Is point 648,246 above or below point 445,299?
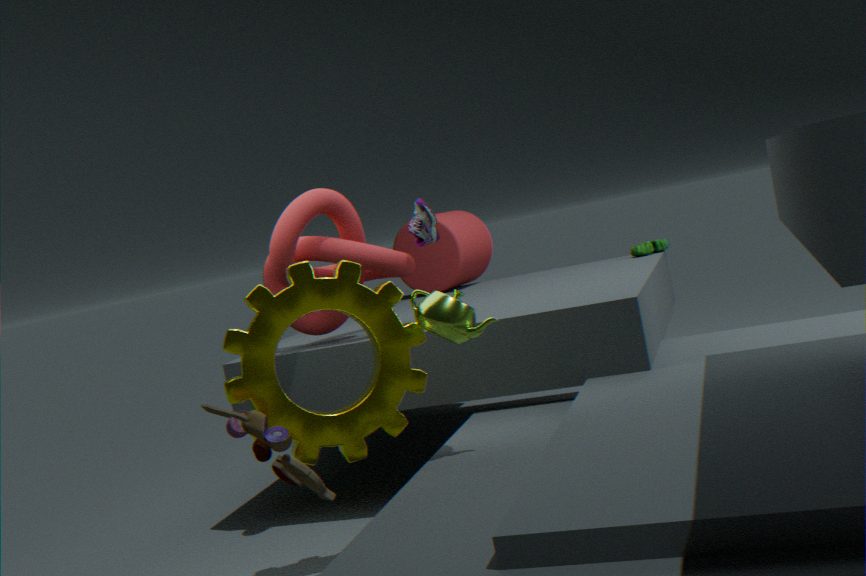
below
